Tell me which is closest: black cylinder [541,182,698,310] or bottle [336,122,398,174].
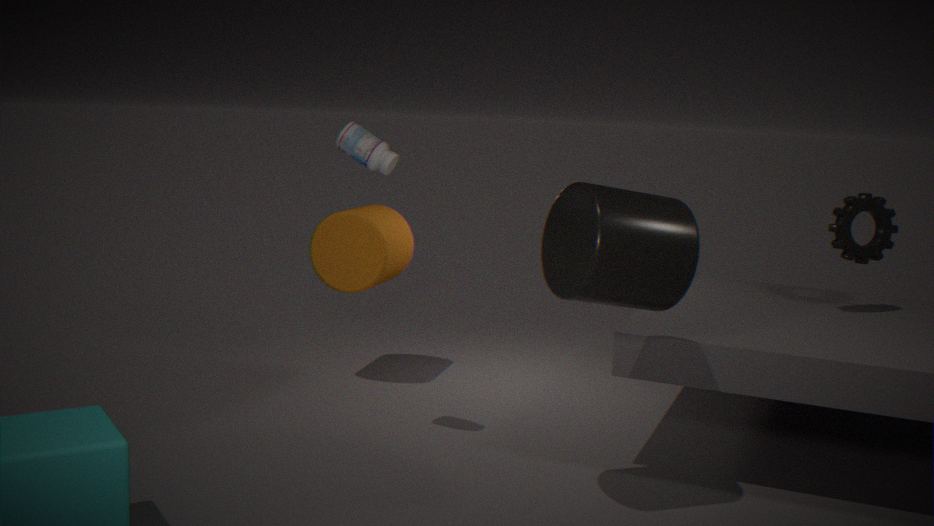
black cylinder [541,182,698,310]
